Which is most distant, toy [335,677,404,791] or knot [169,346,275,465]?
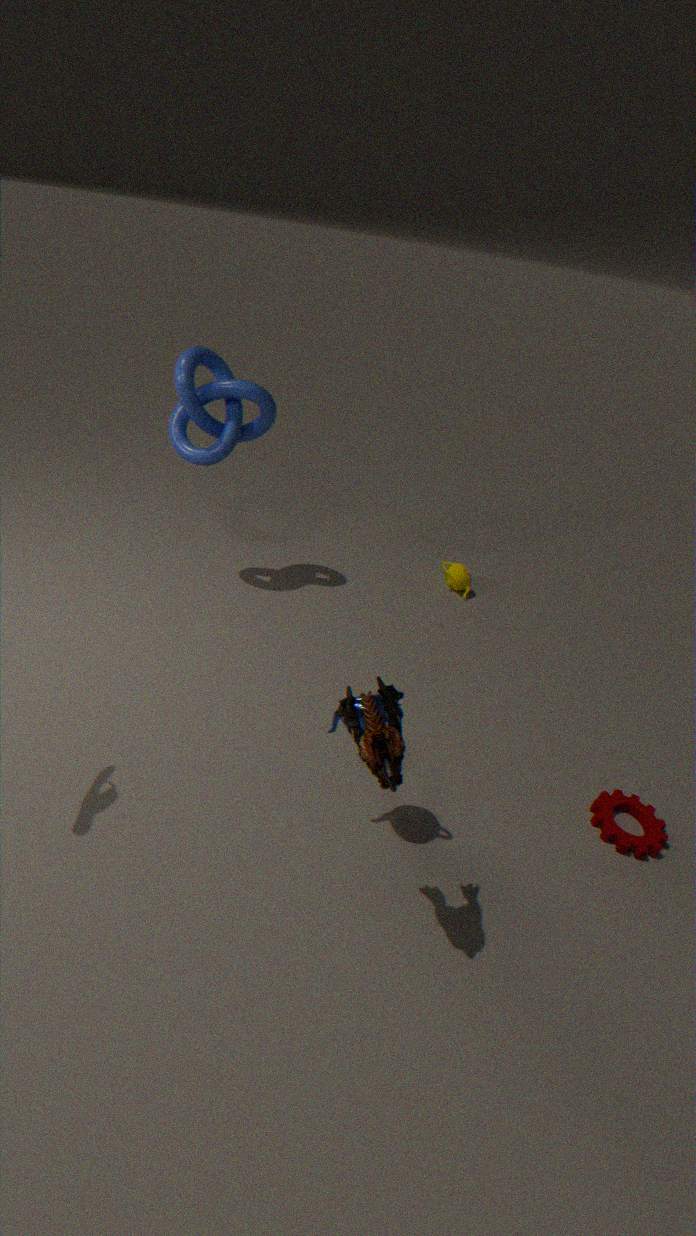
knot [169,346,275,465]
